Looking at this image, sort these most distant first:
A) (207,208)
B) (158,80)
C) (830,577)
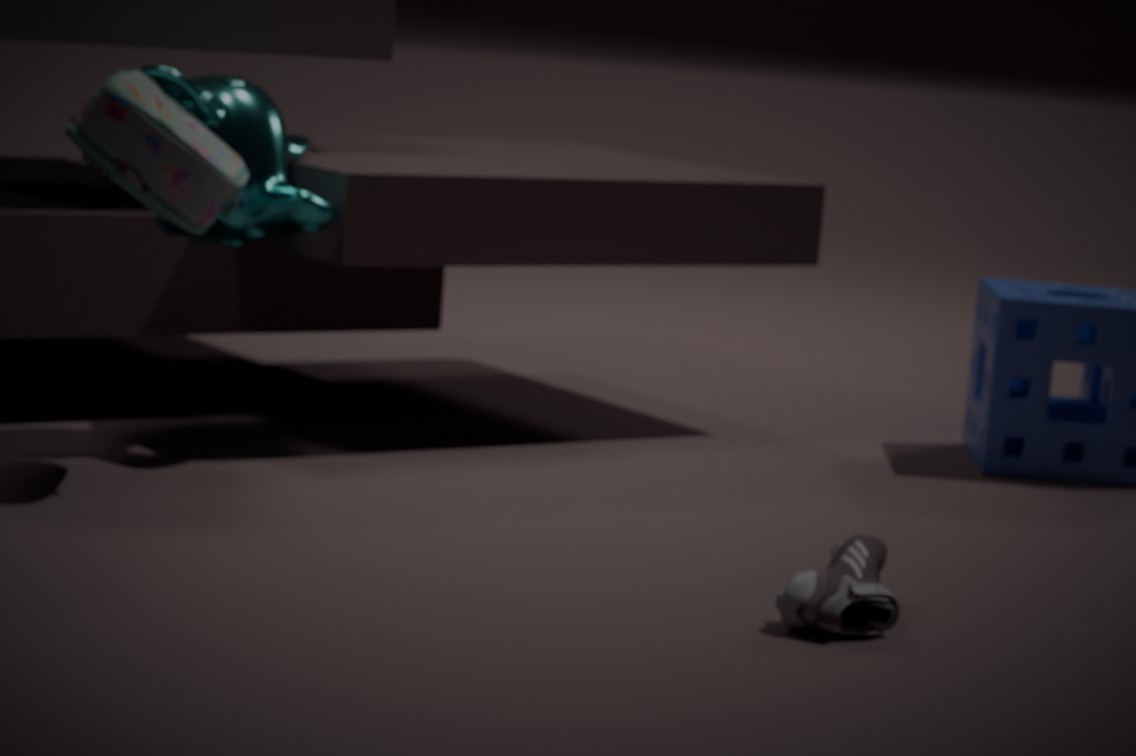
(158,80), (207,208), (830,577)
